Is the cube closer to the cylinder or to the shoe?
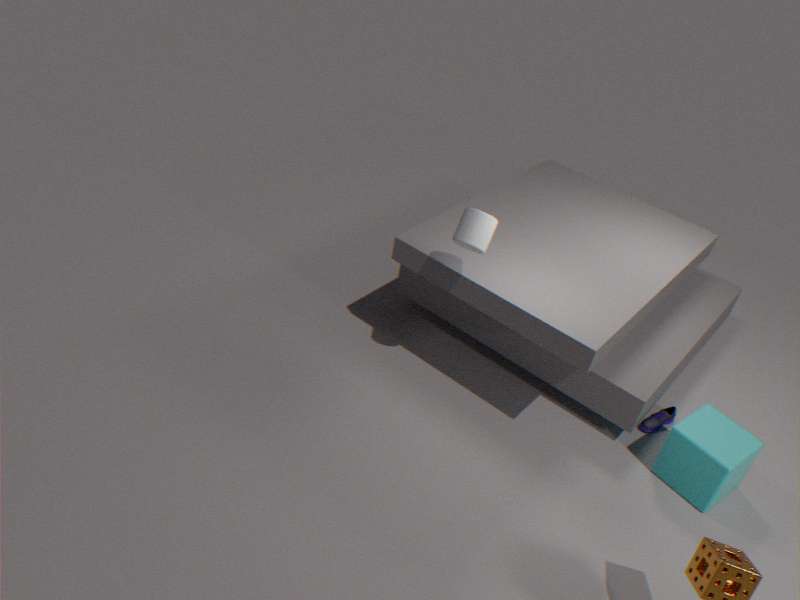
the shoe
